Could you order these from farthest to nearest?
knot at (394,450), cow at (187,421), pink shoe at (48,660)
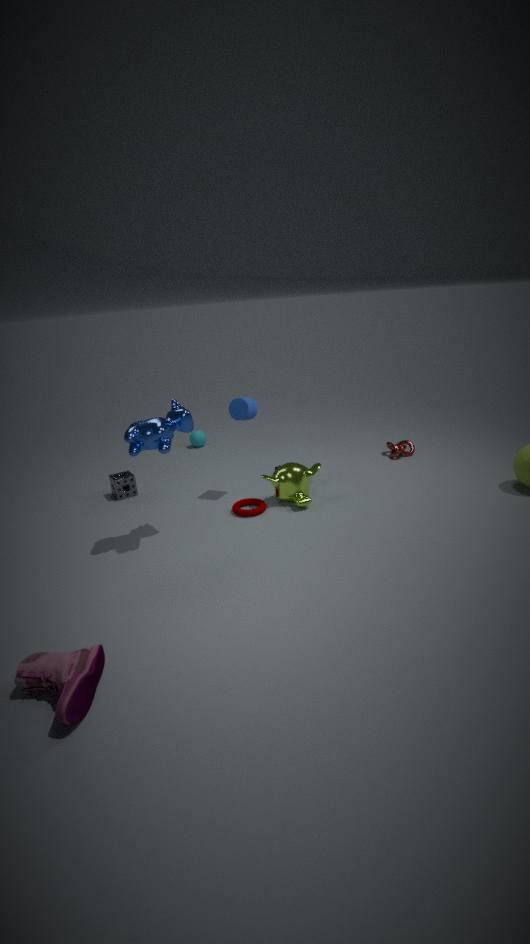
knot at (394,450) < cow at (187,421) < pink shoe at (48,660)
